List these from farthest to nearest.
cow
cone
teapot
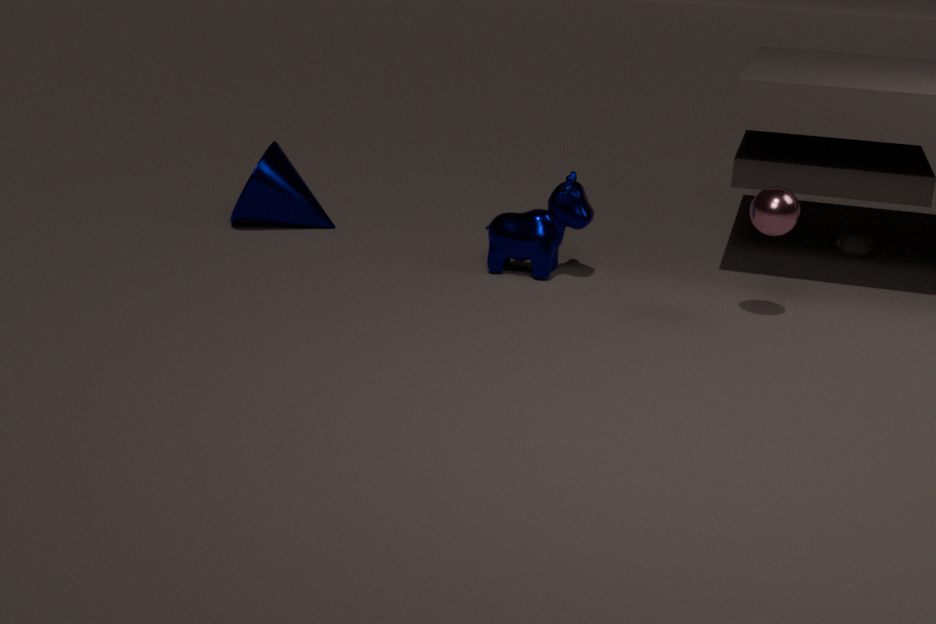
teapot, cone, cow
